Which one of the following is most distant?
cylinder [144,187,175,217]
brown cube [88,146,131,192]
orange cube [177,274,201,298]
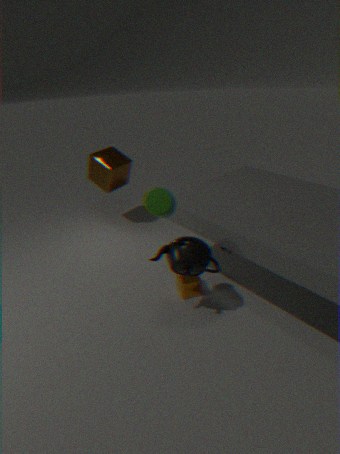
brown cube [88,146,131,192]
